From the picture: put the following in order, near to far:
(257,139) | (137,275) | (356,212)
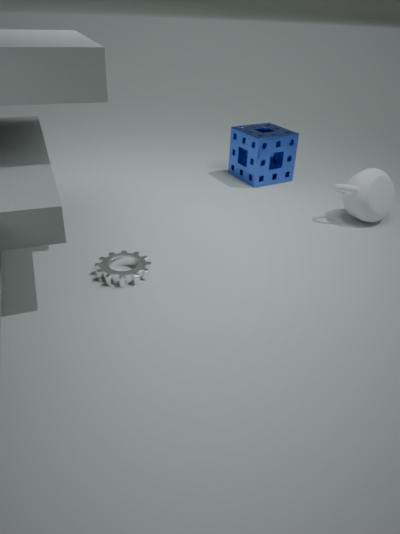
(137,275) < (356,212) < (257,139)
